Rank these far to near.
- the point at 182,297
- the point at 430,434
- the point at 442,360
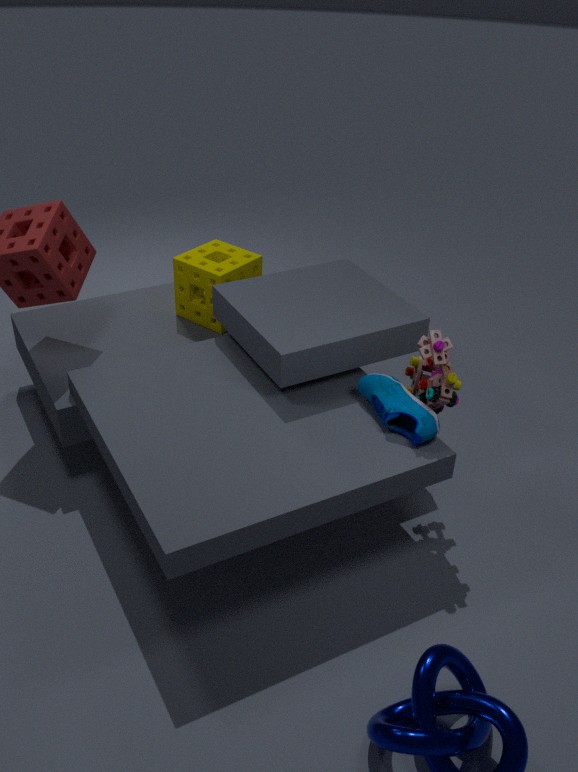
1. the point at 182,297
2. the point at 430,434
3. the point at 442,360
